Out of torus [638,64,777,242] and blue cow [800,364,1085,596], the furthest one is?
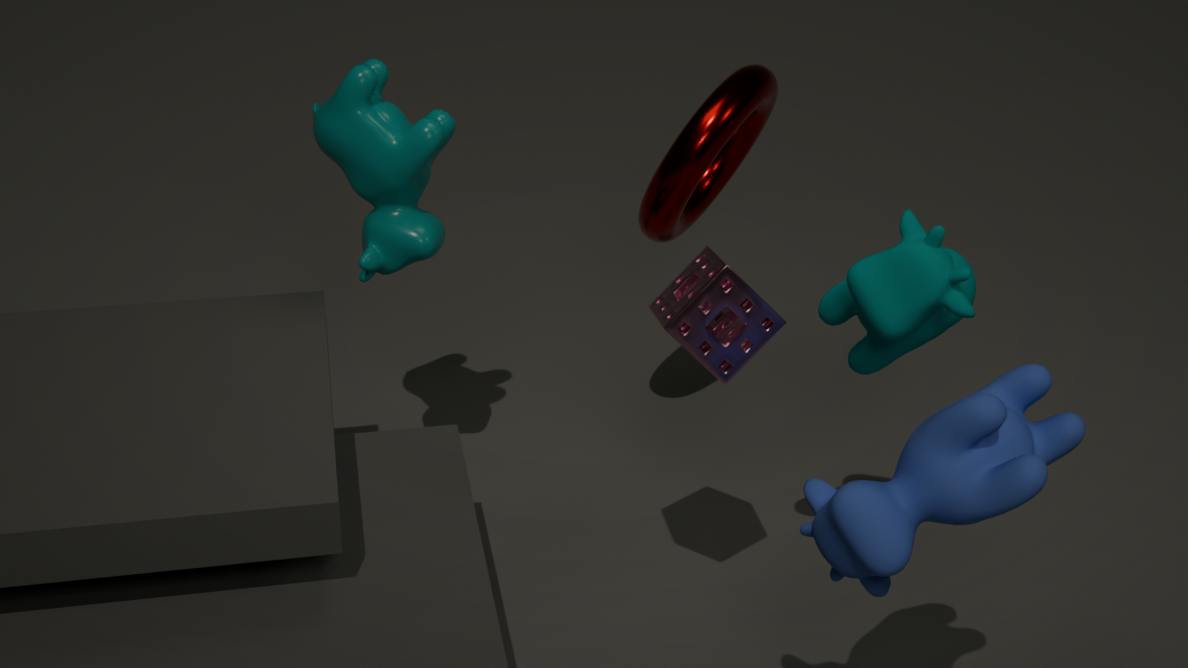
torus [638,64,777,242]
